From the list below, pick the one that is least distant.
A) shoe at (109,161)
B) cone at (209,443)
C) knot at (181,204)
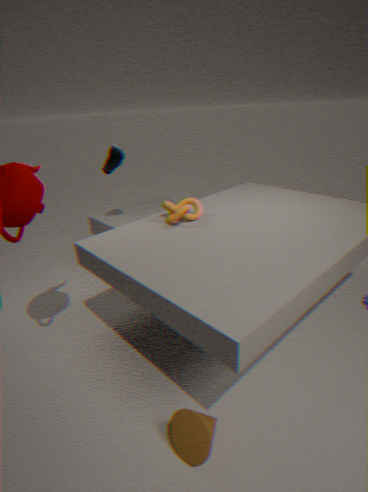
cone at (209,443)
